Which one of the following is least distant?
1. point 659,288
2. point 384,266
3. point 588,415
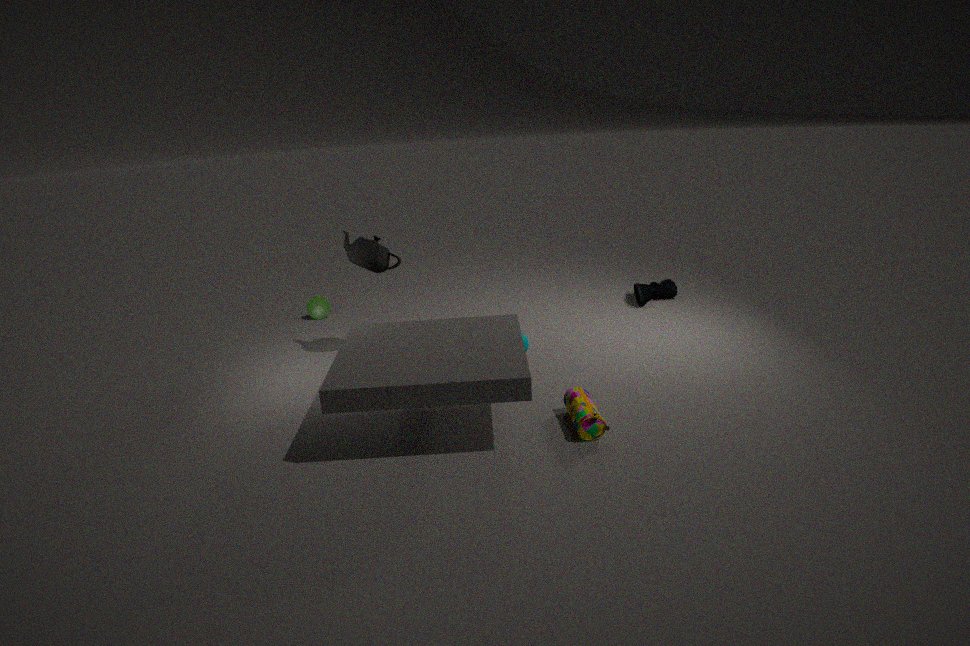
point 588,415
